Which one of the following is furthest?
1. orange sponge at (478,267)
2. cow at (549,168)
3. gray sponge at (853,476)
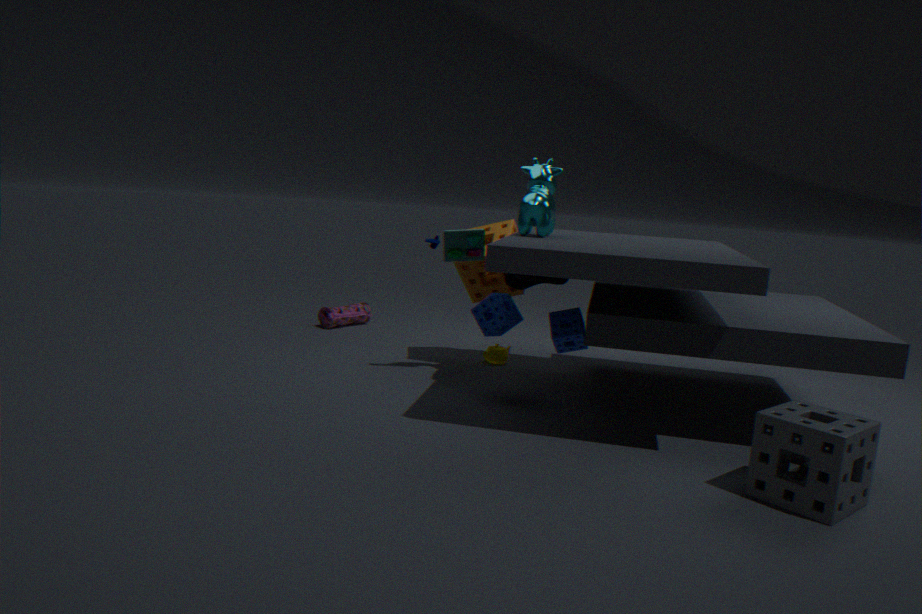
orange sponge at (478,267)
